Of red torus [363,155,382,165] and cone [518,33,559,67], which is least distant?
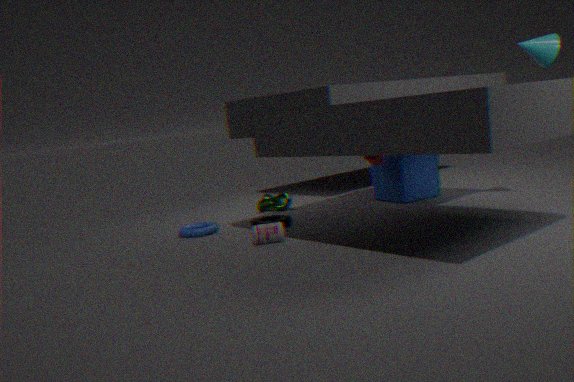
cone [518,33,559,67]
